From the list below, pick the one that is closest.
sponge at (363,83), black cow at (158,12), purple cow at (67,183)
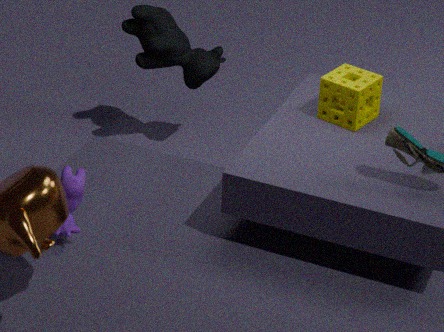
purple cow at (67,183)
